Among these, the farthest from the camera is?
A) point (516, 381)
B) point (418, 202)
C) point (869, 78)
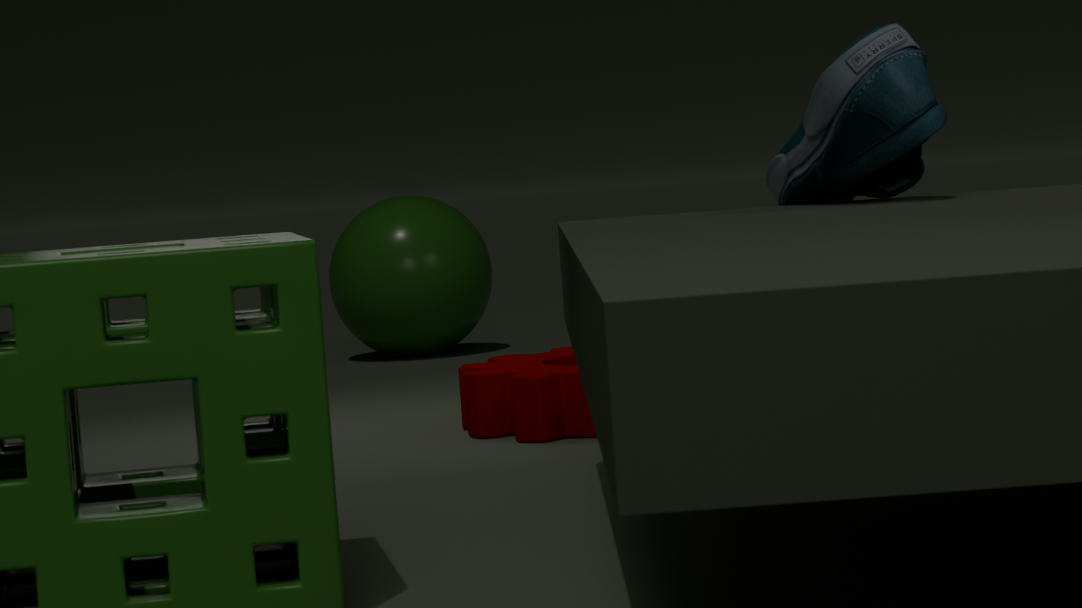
point (418, 202)
